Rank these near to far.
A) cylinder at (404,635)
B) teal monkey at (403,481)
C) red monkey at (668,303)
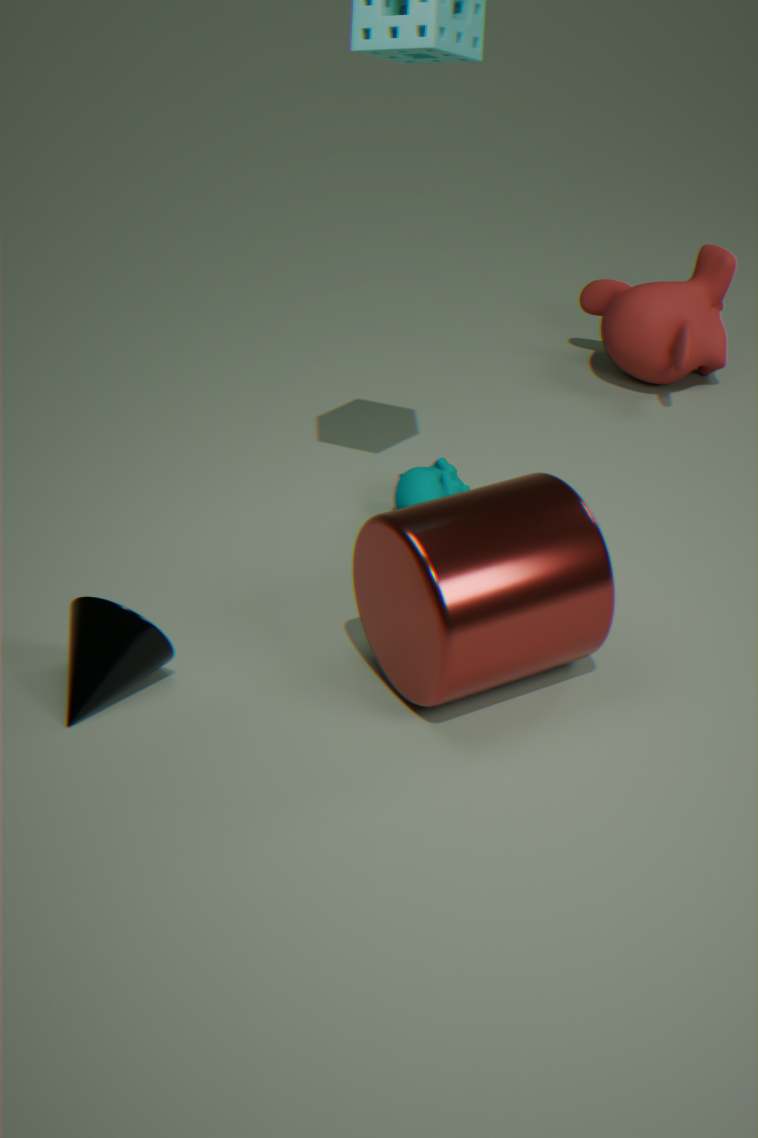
cylinder at (404,635), teal monkey at (403,481), red monkey at (668,303)
